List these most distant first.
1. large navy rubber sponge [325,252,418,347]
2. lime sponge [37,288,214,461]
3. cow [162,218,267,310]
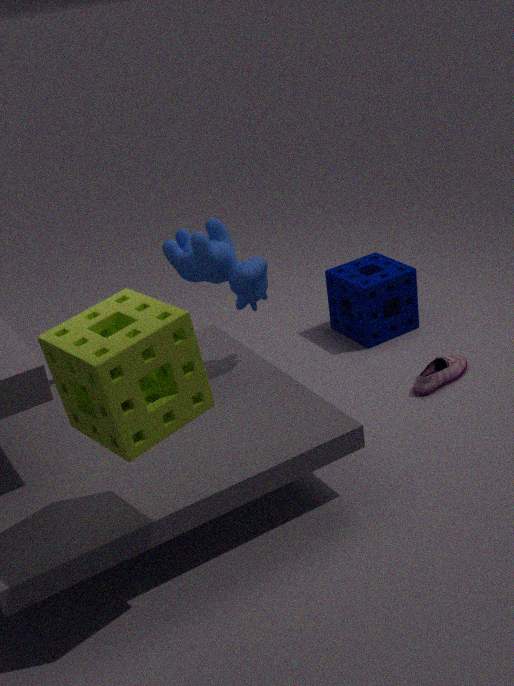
large navy rubber sponge [325,252,418,347] < cow [162,218,267,310] < lime sponge [37,288,214,461]
